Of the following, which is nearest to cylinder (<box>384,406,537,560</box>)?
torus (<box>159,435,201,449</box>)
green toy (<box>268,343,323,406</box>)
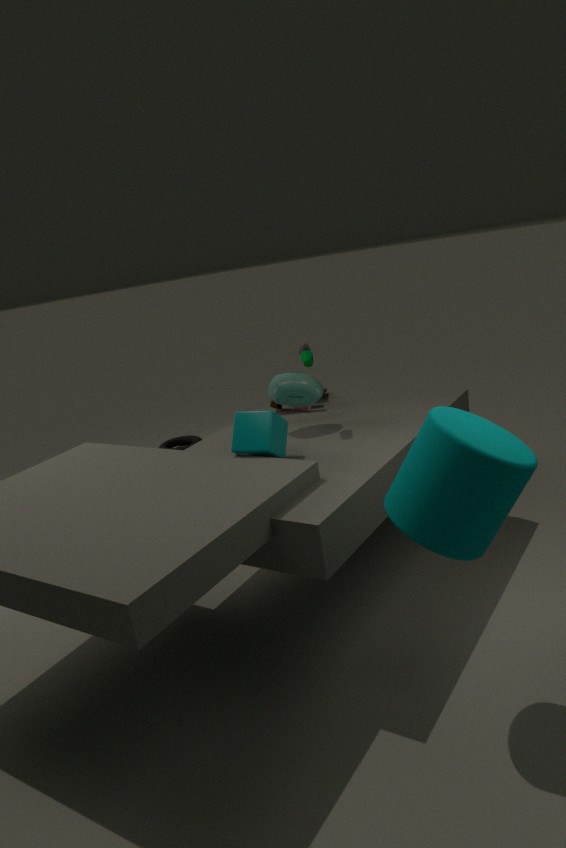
green toy (<box>268,343,323,406</box>)
